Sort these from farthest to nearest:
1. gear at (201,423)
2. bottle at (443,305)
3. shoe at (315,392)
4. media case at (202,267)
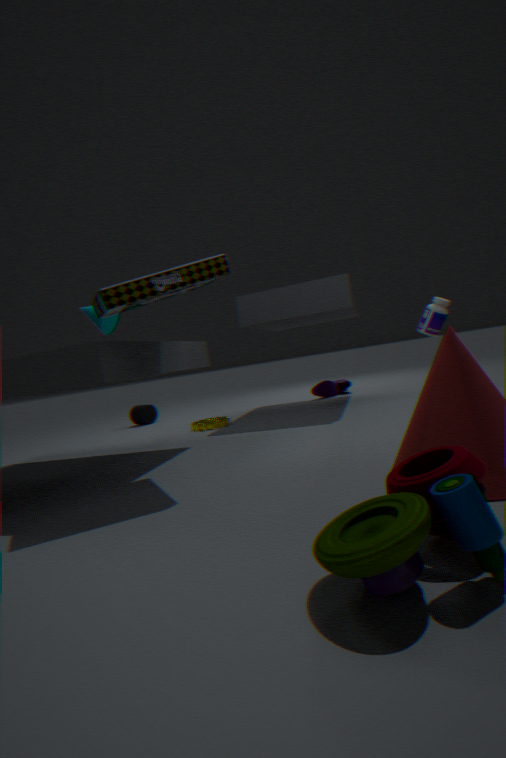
shoe at (315,392) < gear at (201,423) < bottle at (443,305) < media case at (202,267)
